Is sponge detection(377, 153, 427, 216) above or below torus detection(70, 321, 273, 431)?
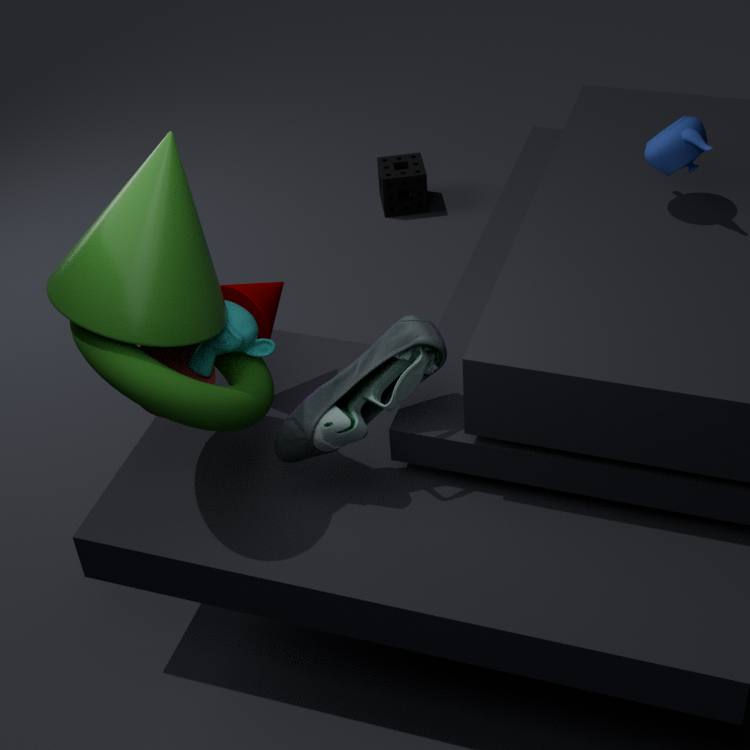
below
